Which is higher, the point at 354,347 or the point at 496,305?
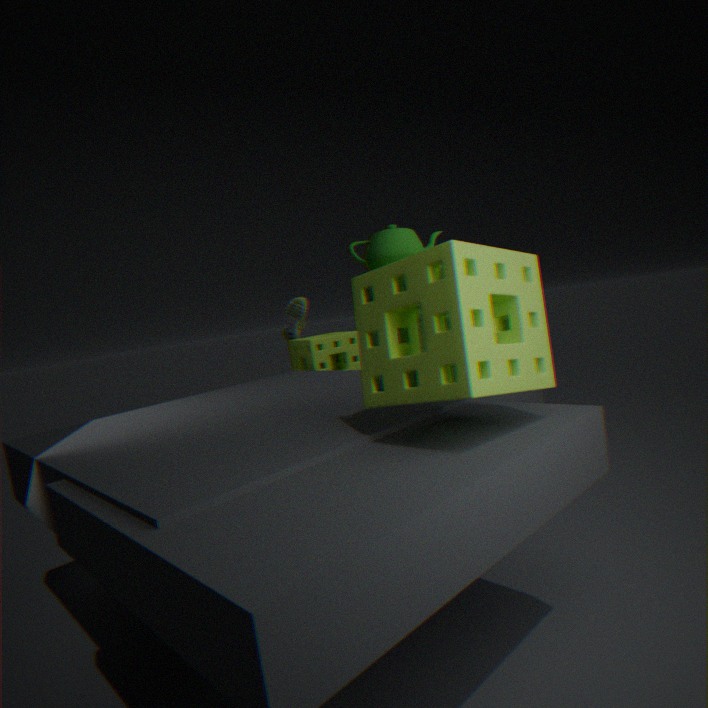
the point at 496,305
